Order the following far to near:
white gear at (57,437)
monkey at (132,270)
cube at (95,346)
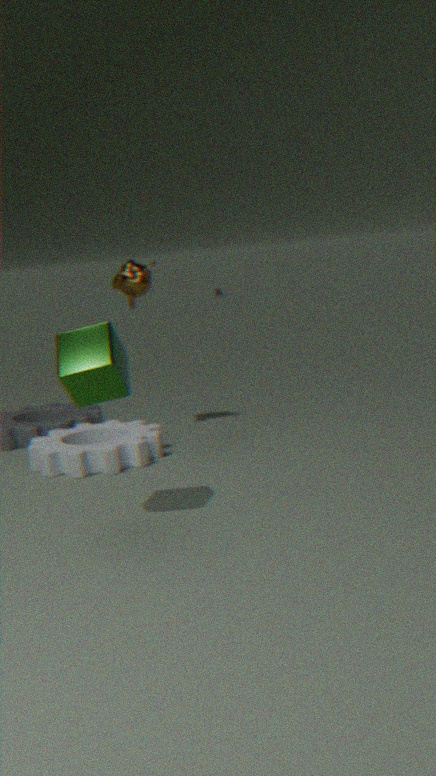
monkey at (132,270), white gear at (57,437), cube at (95,346)
